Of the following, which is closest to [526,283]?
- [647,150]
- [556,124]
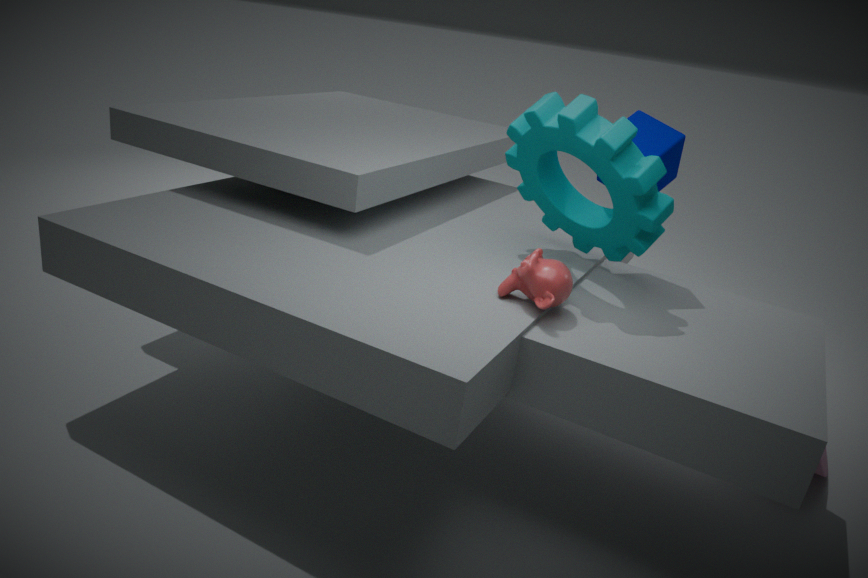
[556,124]
